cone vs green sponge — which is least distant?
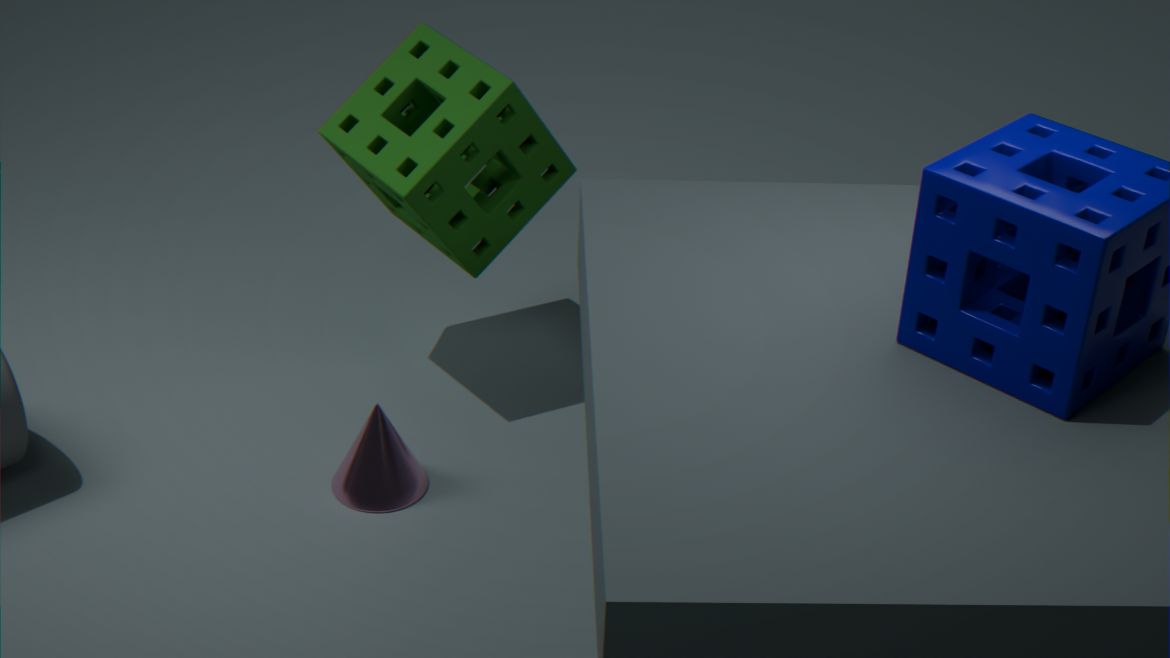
cone
